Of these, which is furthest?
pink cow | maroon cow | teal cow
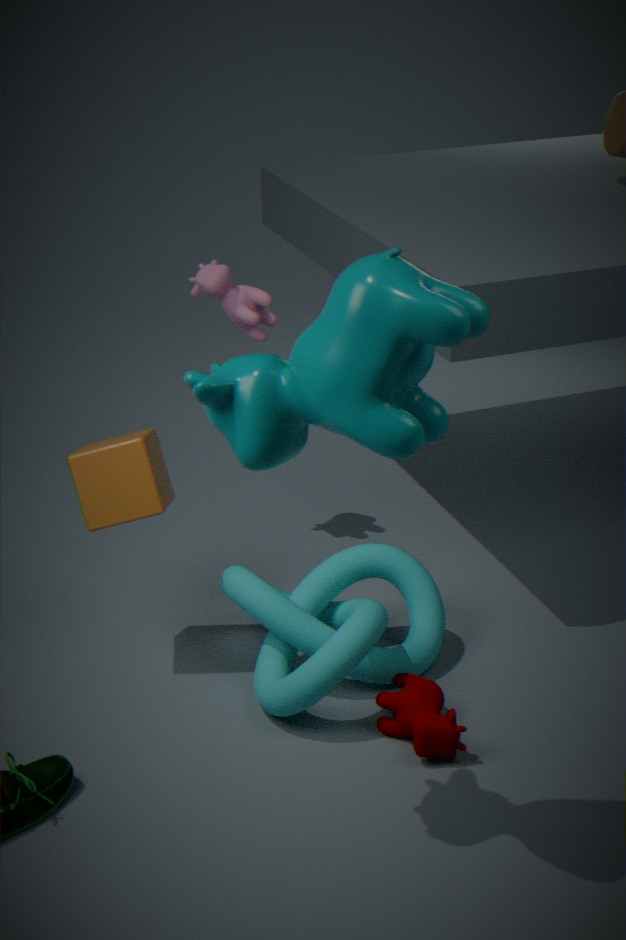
pink cow
